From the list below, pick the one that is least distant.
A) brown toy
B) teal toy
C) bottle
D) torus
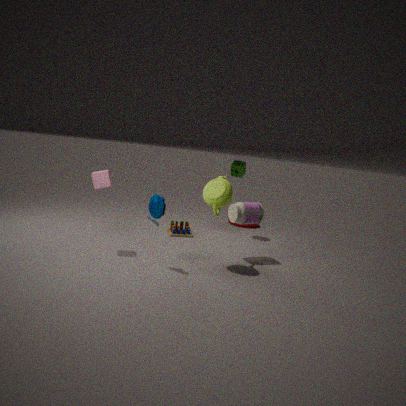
teal toy
